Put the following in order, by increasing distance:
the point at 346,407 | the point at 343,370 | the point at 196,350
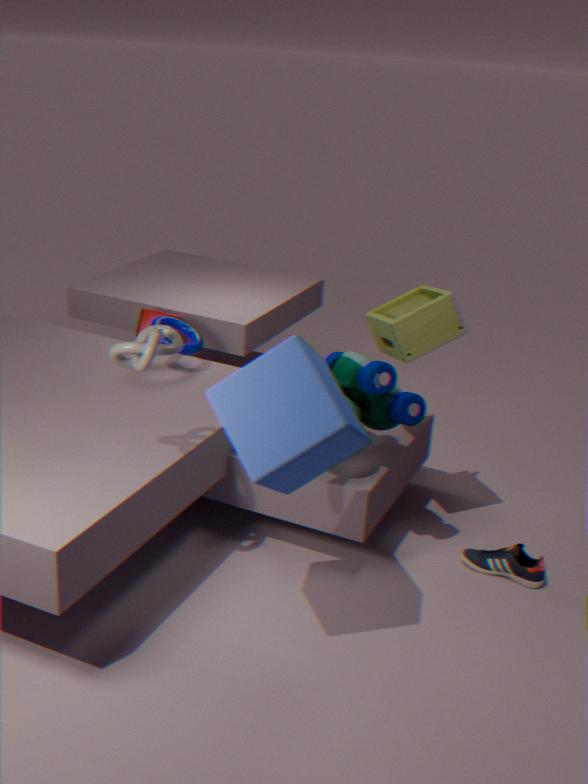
the point at 346,407
the point at 343,370
the point at 196,350
